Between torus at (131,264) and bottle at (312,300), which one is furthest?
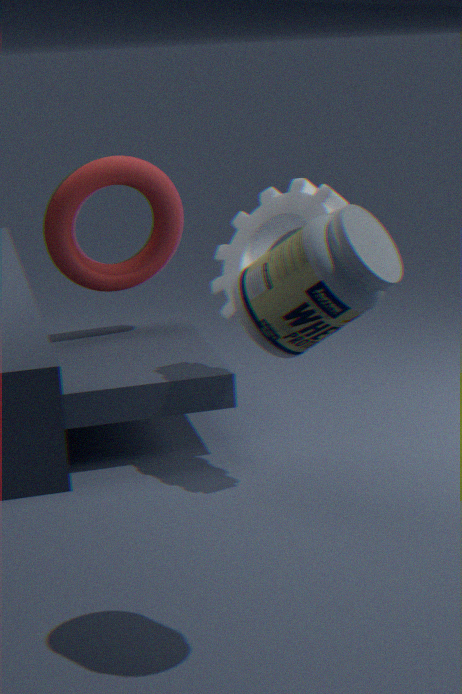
torus at (131,264)
